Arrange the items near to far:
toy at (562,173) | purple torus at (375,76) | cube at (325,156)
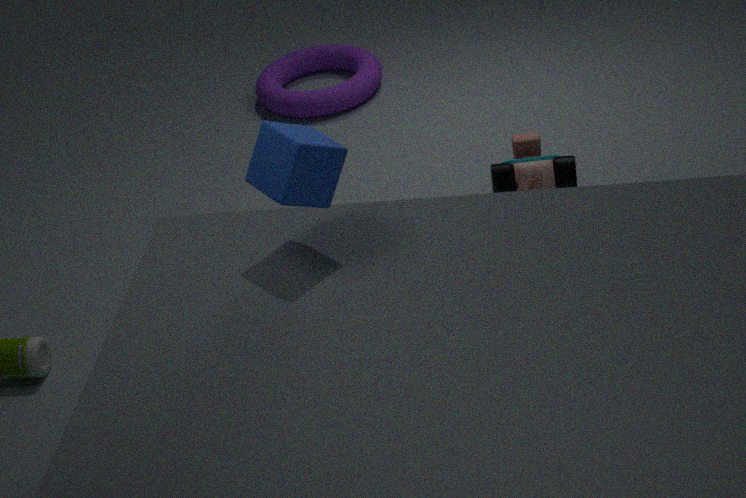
cube at (325,156), toy at (562,173), purple torus at (375,76)
